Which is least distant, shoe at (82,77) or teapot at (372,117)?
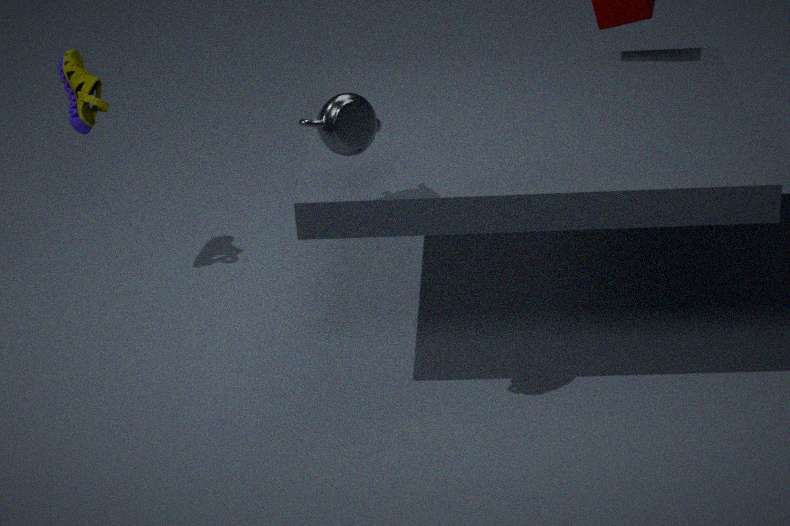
teapot at (372,117)
